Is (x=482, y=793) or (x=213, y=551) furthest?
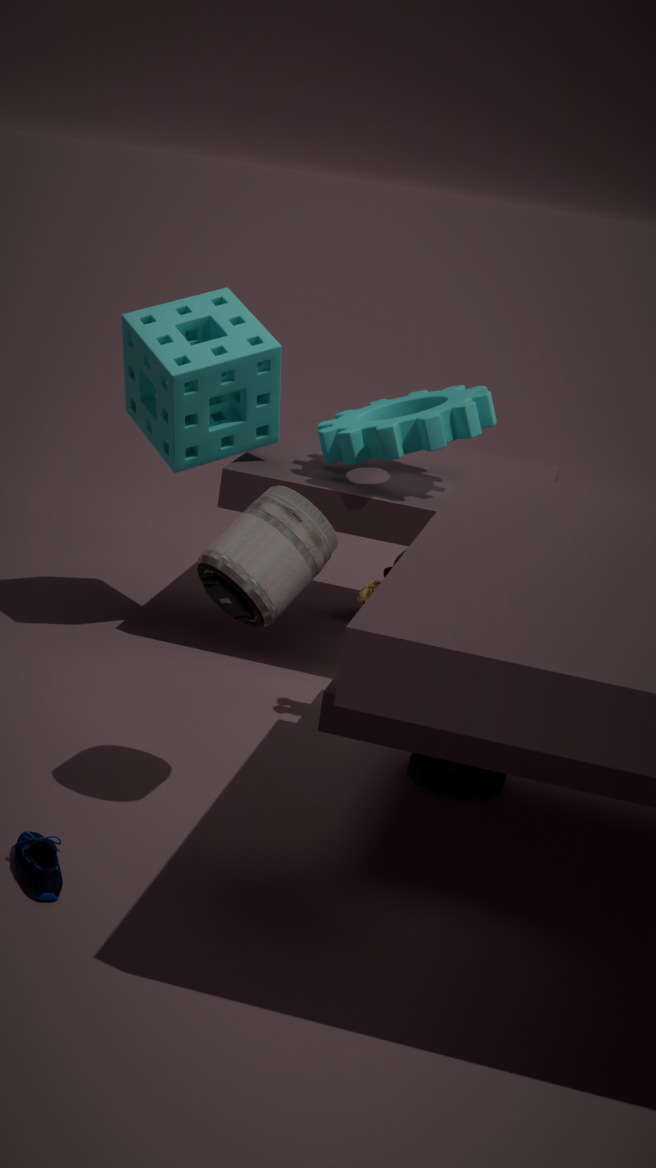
(x=482, y=793)
